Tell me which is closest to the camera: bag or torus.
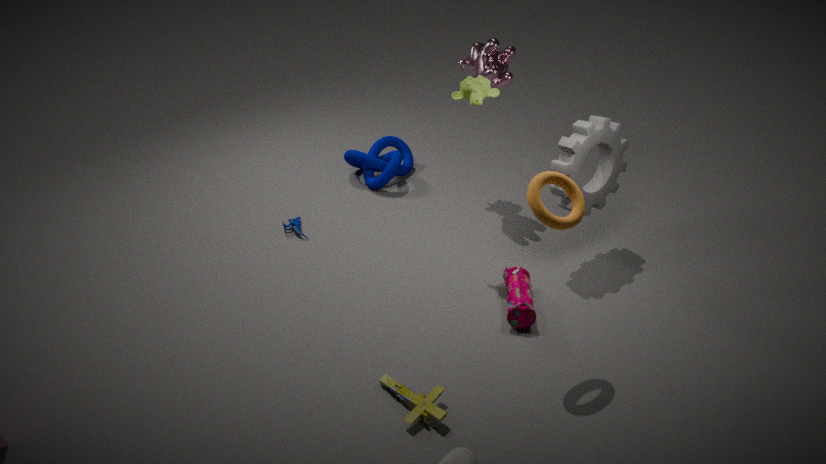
torus
